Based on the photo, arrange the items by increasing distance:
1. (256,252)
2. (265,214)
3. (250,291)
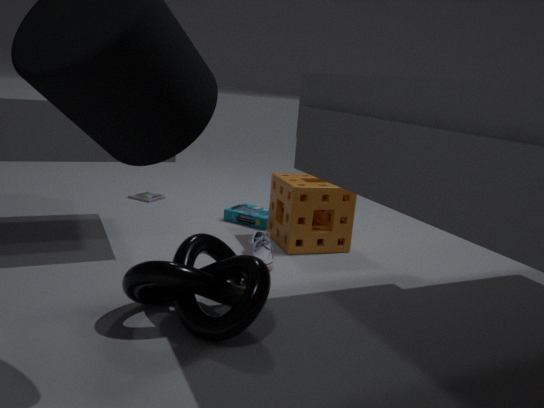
(250,291) < (256,252) < (265,214)
